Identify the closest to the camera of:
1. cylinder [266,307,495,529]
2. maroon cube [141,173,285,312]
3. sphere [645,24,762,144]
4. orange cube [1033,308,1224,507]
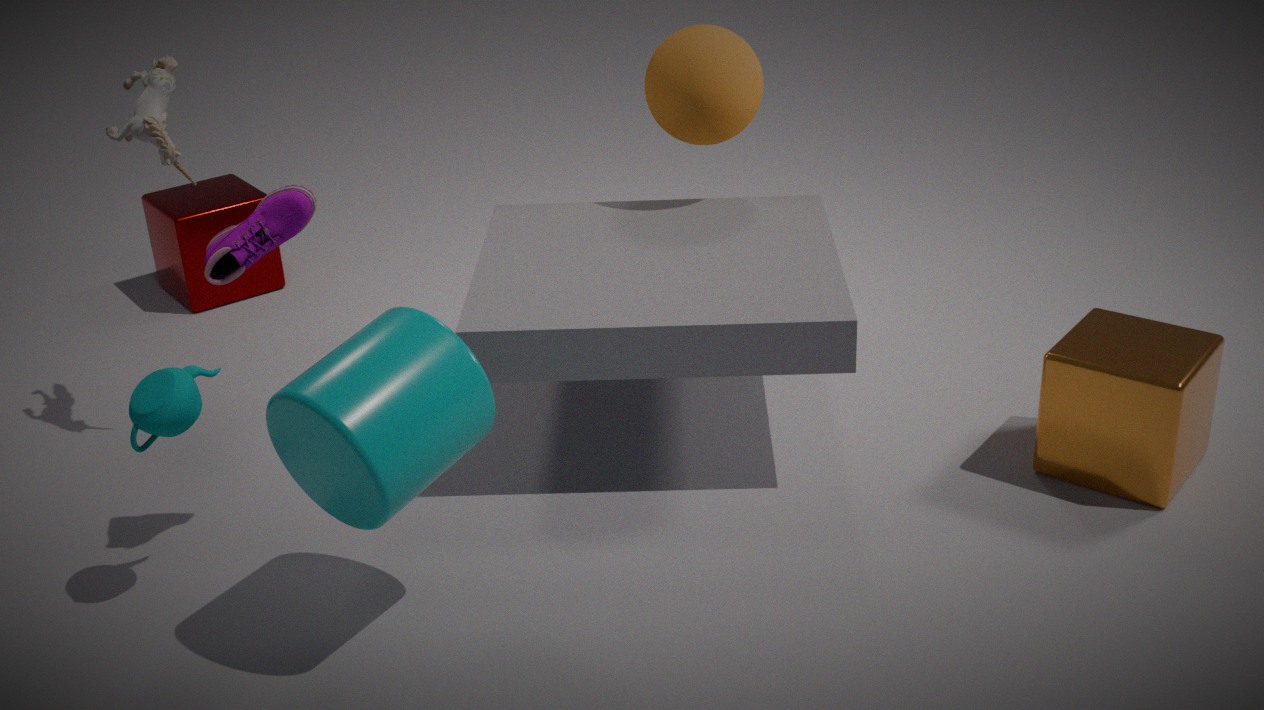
cylinder [266,307,495,529]
